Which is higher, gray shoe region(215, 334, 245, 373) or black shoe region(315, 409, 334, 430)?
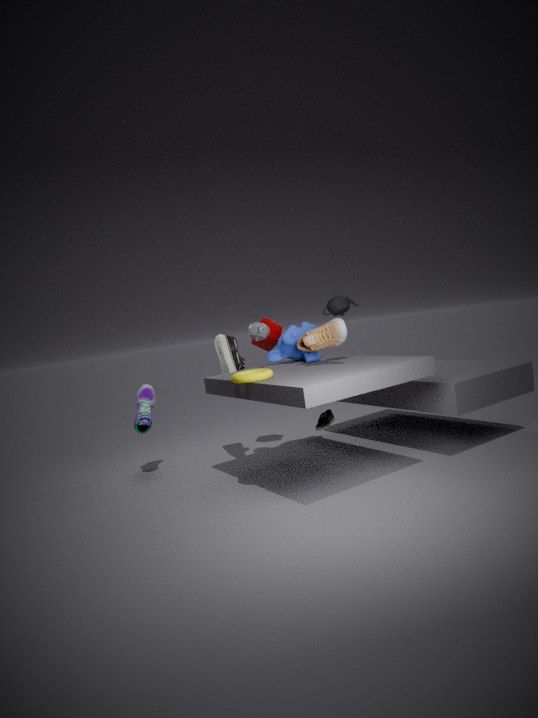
gray shoe region(215, 334, 245, 373)
